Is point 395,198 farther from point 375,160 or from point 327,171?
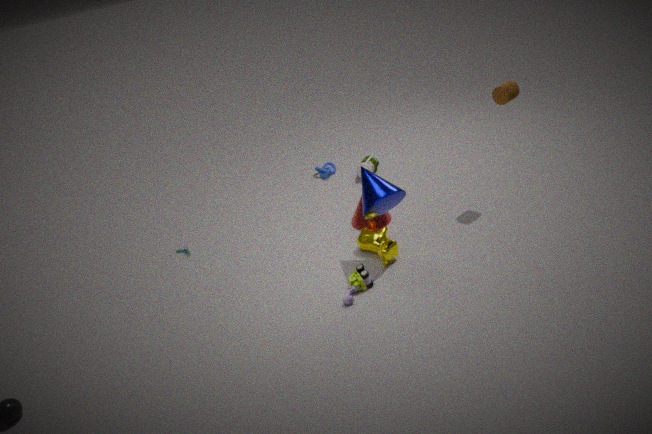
point 327,171
